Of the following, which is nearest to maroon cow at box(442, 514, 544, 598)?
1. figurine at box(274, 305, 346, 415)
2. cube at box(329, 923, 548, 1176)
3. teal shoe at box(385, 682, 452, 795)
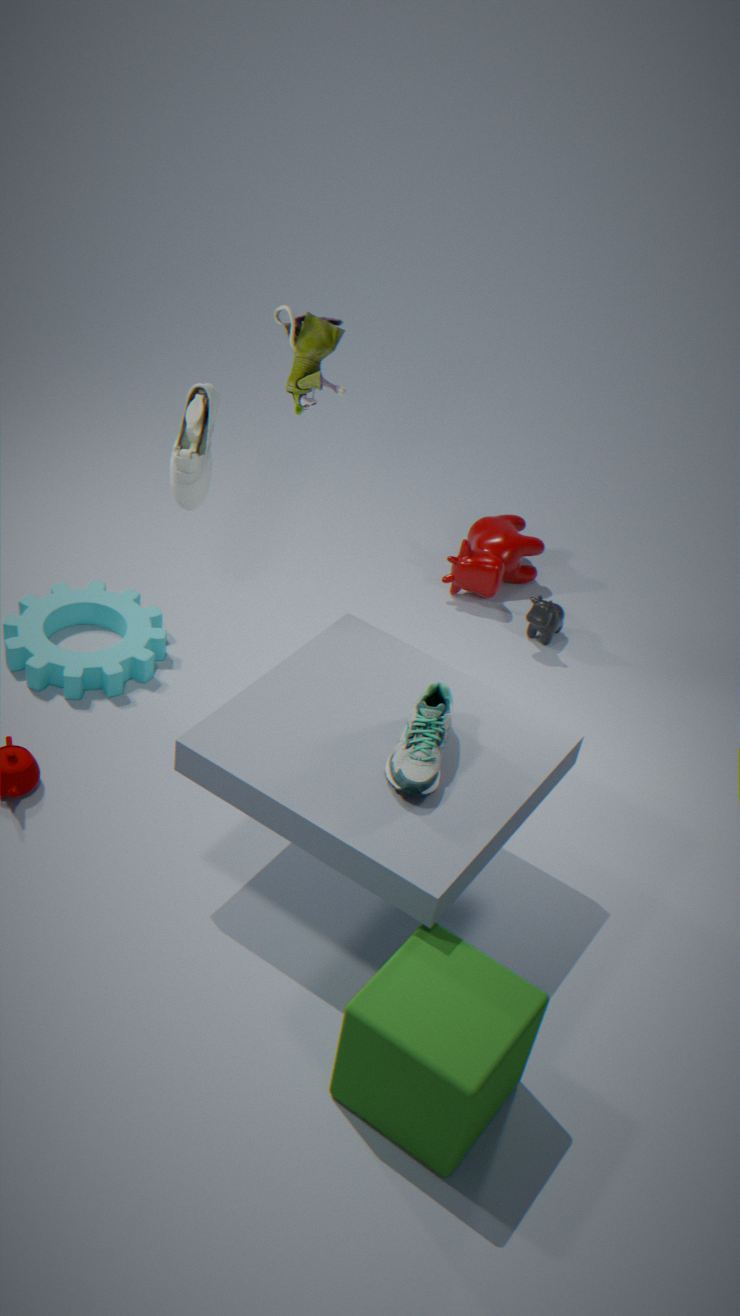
figurine at box(274, 305, 346, 415)
